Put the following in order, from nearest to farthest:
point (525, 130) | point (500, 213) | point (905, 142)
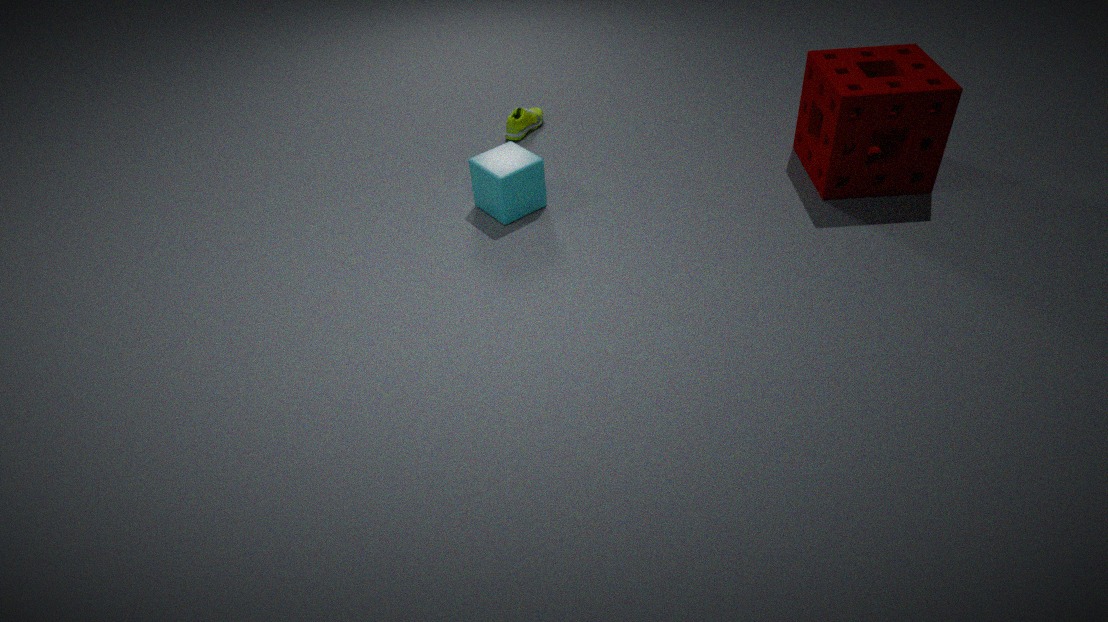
point (905, 142) < point (500, 213) < point (525, 130)
